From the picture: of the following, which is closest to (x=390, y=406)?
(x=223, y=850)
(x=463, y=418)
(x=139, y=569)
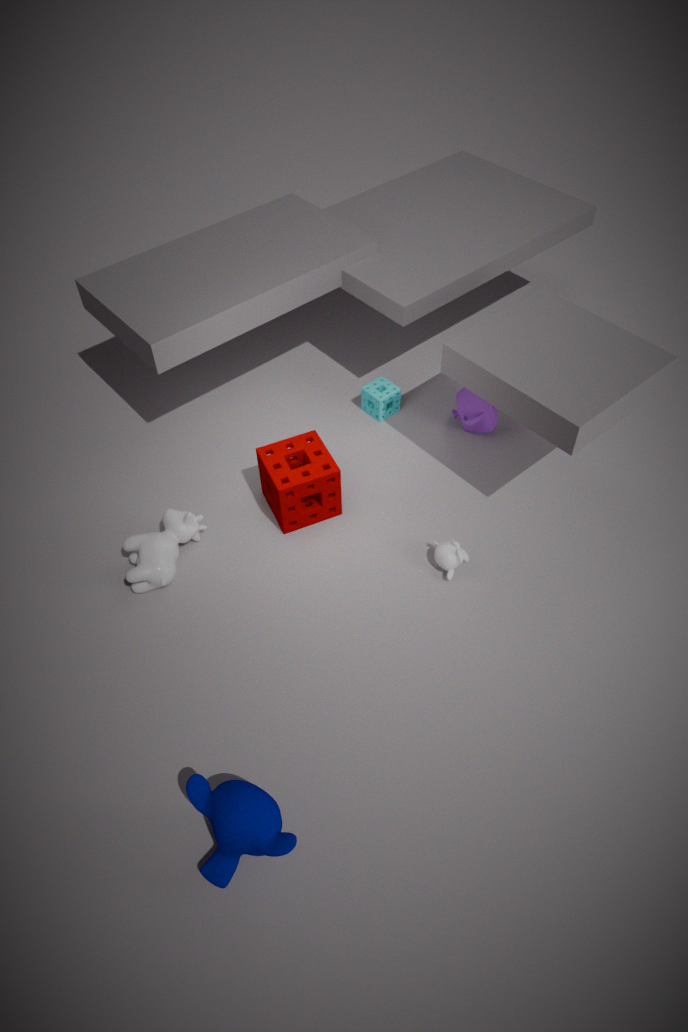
(x=463, y=418)
